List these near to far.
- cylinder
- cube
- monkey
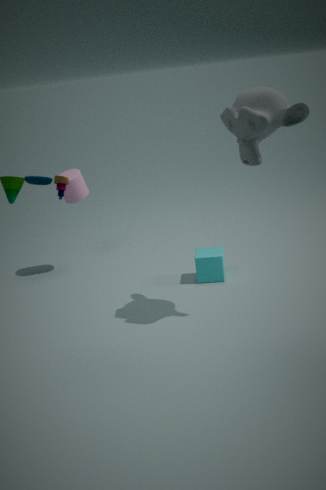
monkey
cube
cylinder
